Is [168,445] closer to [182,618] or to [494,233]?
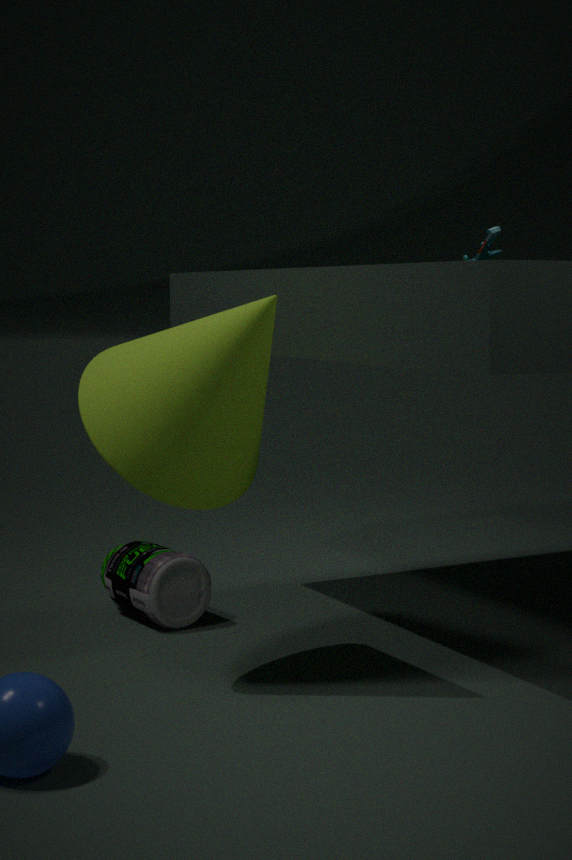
[182,618]
